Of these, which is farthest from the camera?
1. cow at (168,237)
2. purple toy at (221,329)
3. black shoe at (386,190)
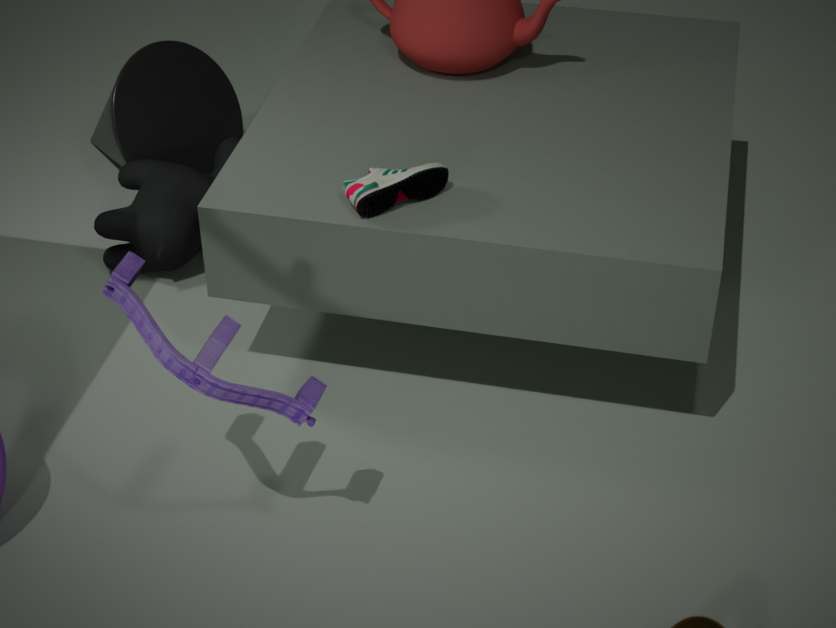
cow at (168,237)
